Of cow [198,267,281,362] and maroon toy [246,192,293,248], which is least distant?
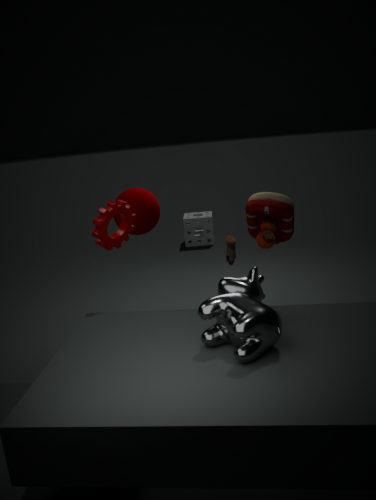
cow [198,267,281,362]
